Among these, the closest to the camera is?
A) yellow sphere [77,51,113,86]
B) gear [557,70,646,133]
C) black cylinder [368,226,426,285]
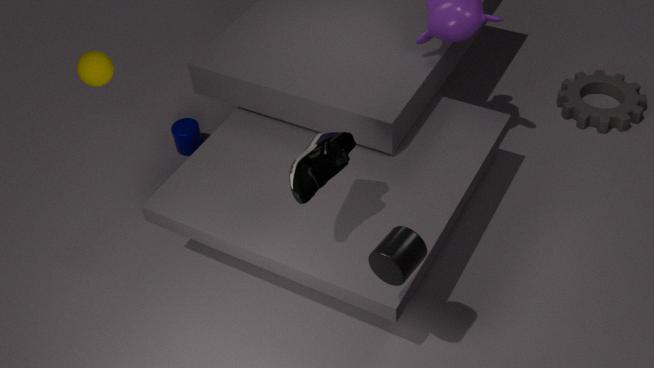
black cylinder [368,226,426,285]
